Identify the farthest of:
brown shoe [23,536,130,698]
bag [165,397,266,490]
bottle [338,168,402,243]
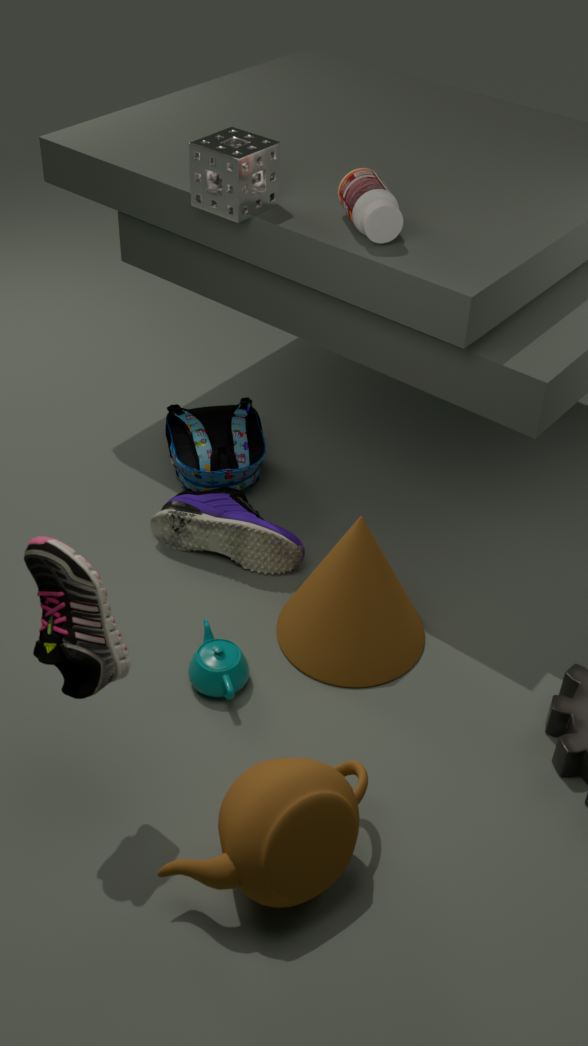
bag [165,397,266,490]
